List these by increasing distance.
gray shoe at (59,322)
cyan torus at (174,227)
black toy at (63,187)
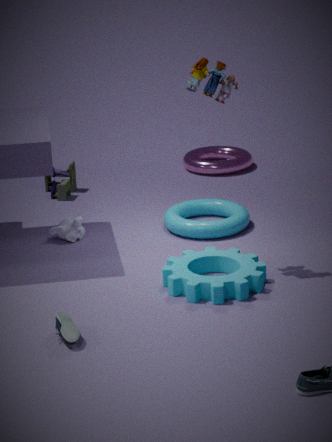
gray shoe at (59,322)
cyan torus at (174,227)
black toy at (63,187)
